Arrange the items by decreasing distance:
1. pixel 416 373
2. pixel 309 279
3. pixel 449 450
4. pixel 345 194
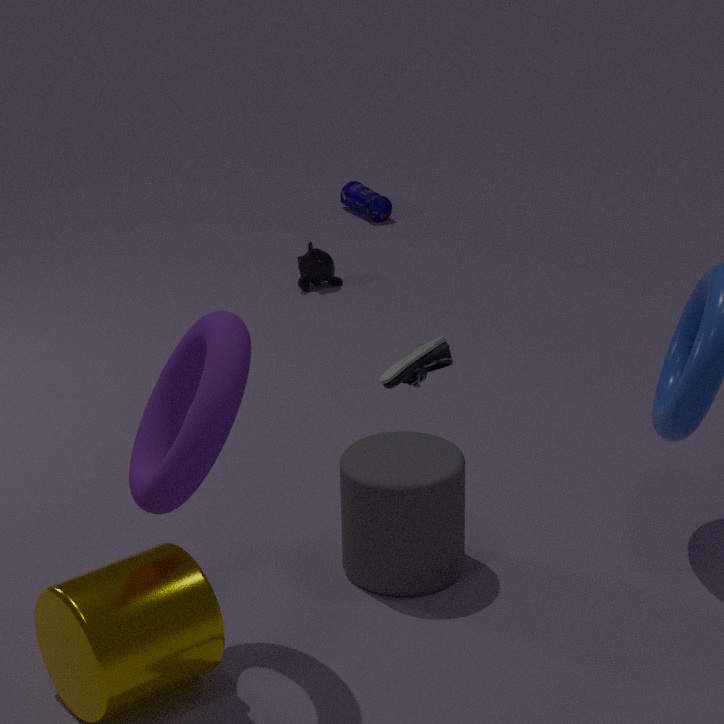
pixel 345 194 → pixel 309 279 → pixel 449 450 → pixel 416 373
